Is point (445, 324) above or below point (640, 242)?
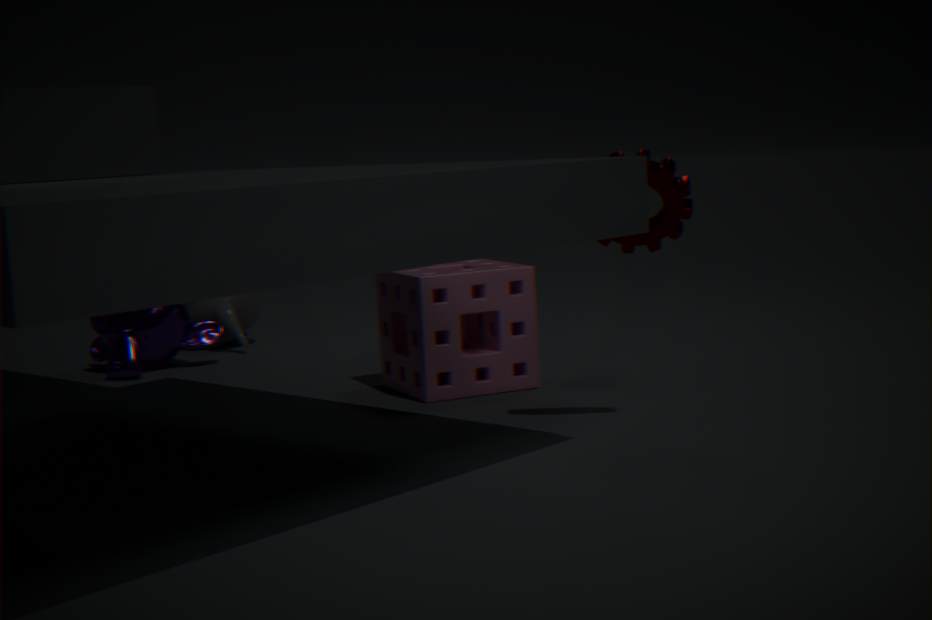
below
